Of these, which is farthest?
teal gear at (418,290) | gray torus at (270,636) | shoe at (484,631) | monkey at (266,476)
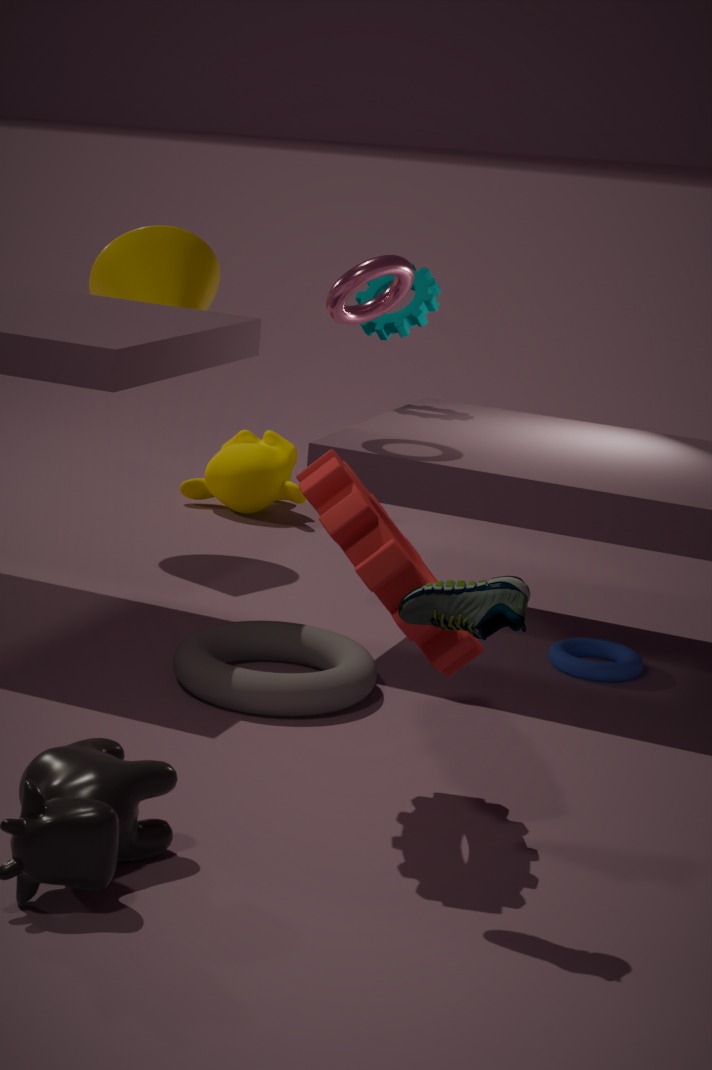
monkey at (266,476)
